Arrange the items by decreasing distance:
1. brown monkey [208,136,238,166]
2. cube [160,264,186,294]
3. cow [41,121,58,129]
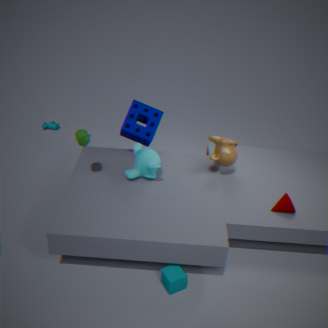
cow [41,121,58,129]
brown monkey [208,136,238,166]
cube [160,264,186,294]
